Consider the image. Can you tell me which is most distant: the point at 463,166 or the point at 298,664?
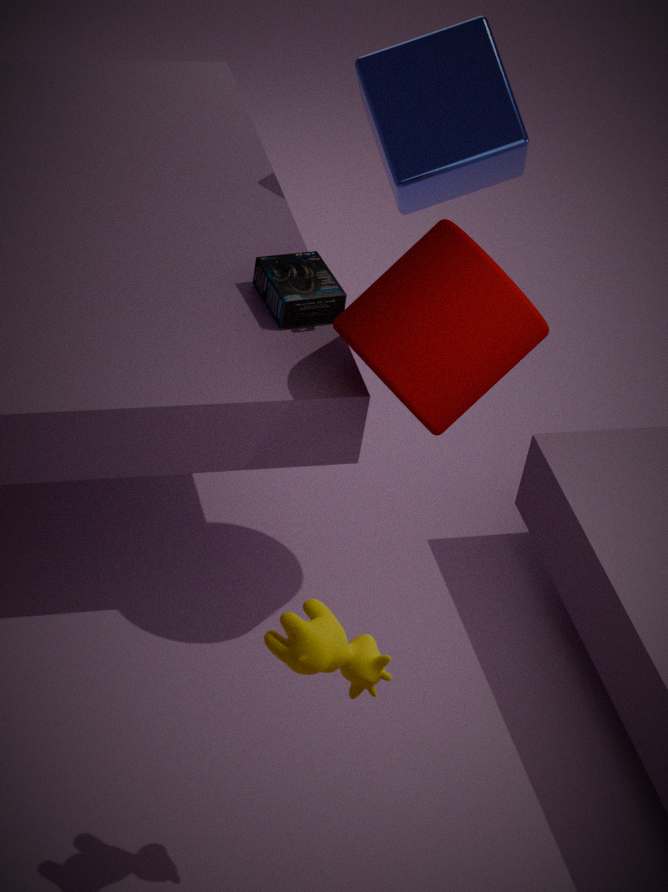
the point at 463,166
